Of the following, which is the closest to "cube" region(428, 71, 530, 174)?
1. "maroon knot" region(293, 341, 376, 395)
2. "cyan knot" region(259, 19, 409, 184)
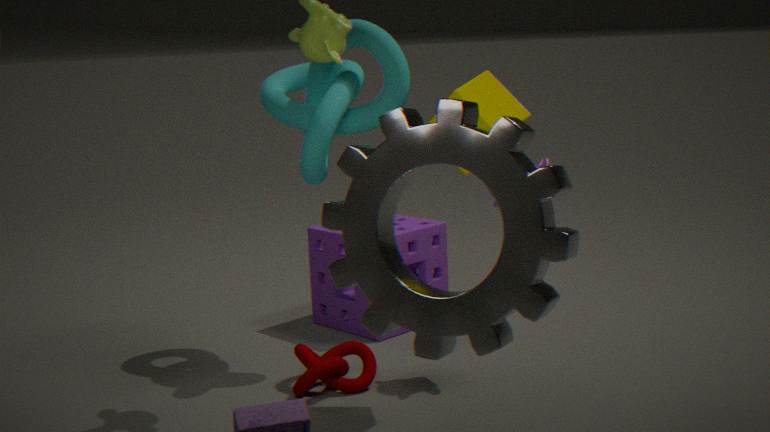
"cyan knot" region(259, 19, 409, 184)
